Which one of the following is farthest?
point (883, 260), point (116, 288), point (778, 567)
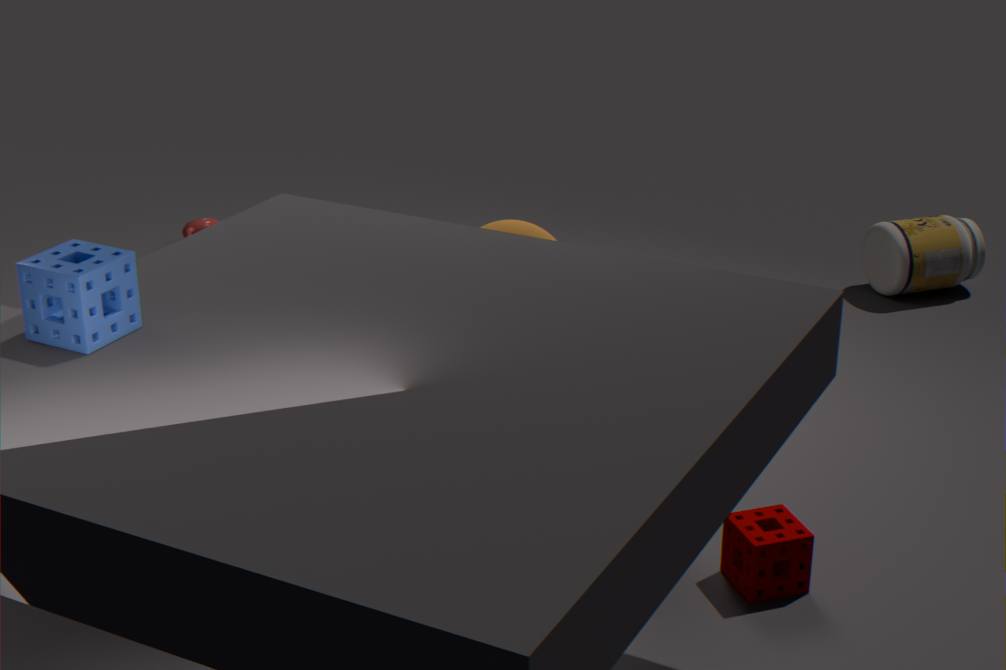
point (883, 260)
